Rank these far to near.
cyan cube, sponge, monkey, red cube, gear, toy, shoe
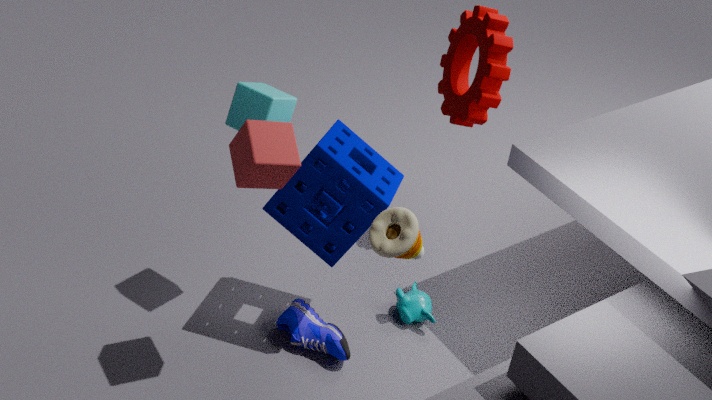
gear → monkey → shoe → cyan cube → sponge → red cube → toy
